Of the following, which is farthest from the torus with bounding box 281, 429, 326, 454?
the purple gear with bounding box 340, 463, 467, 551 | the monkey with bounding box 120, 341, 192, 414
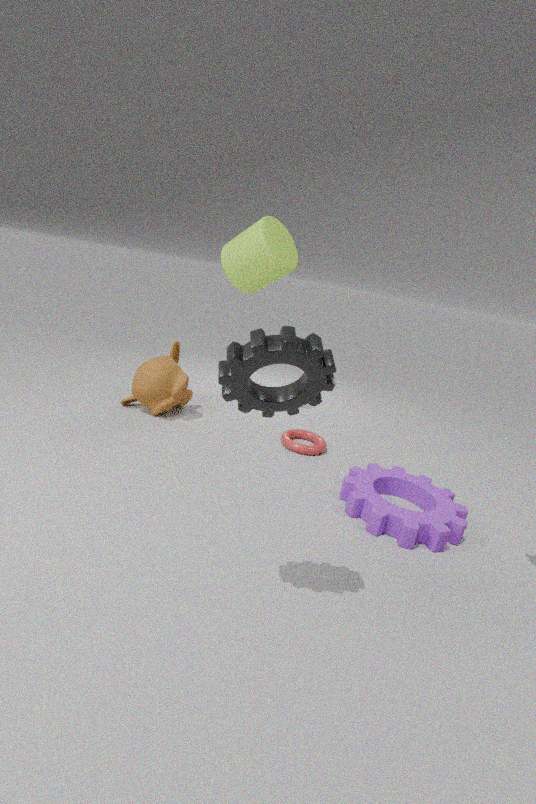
the monkey with bounding box 120, 341, 192, 414
